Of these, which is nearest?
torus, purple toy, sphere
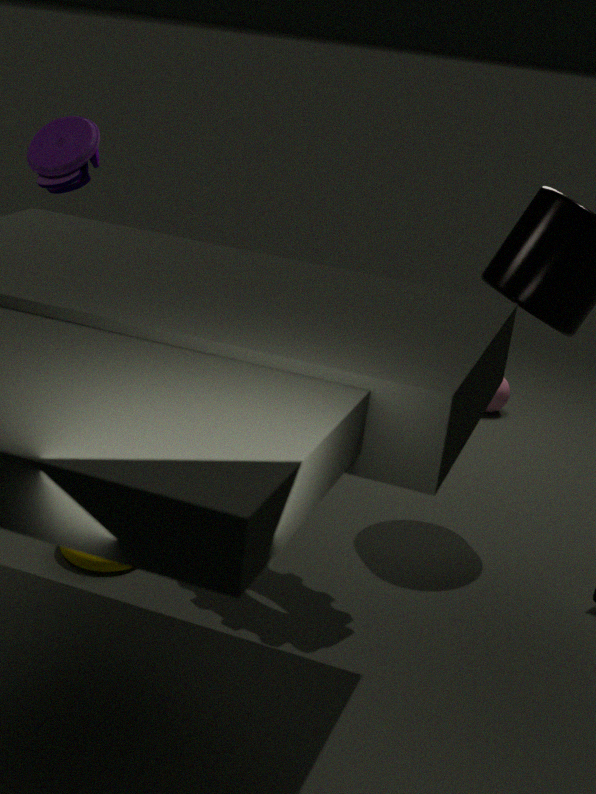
torus
